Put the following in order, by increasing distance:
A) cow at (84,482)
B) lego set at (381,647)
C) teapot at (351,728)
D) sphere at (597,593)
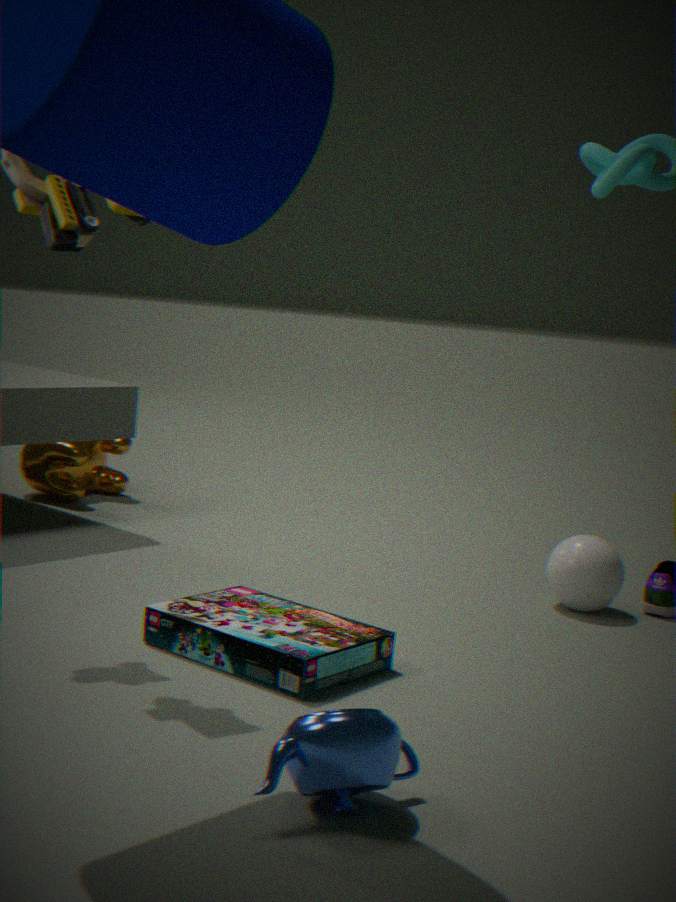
teapot at (351,728)
lego set at (381,647)
sphere at (597,593)
cow at (84,482)
